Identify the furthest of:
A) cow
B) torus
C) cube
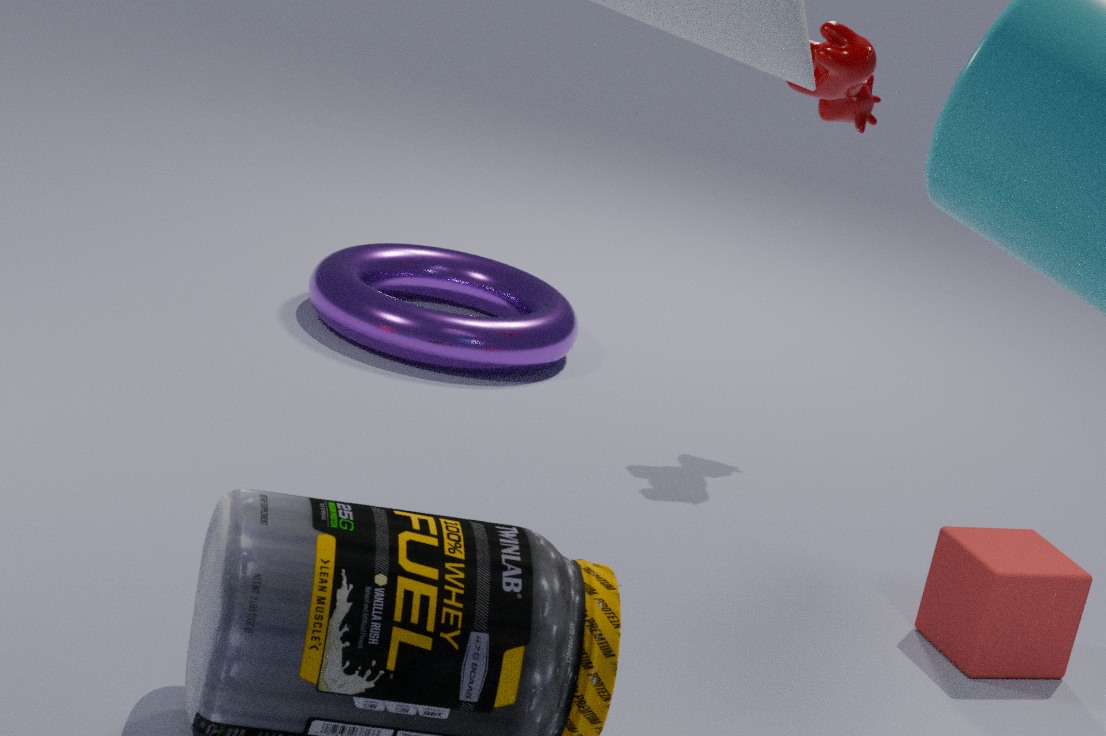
torus
